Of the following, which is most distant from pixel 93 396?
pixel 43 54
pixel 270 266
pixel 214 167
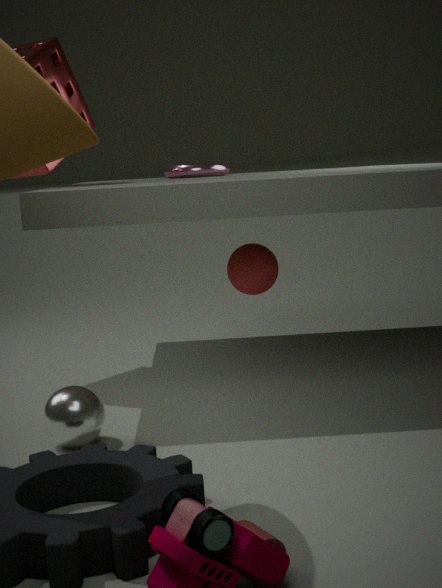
pixel 214 167
